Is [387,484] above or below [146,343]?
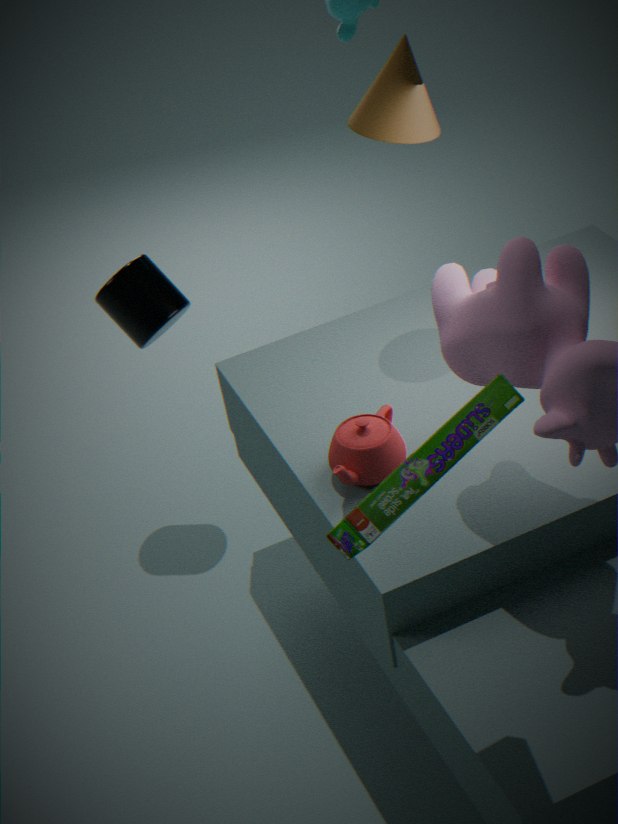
above
